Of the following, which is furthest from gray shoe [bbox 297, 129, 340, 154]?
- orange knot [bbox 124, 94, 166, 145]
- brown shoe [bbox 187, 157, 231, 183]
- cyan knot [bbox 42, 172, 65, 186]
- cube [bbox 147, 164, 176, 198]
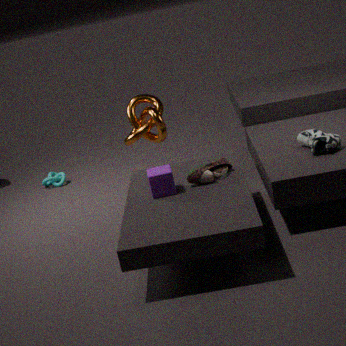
cyan knot [bbox 42, 172, 65, 186]
